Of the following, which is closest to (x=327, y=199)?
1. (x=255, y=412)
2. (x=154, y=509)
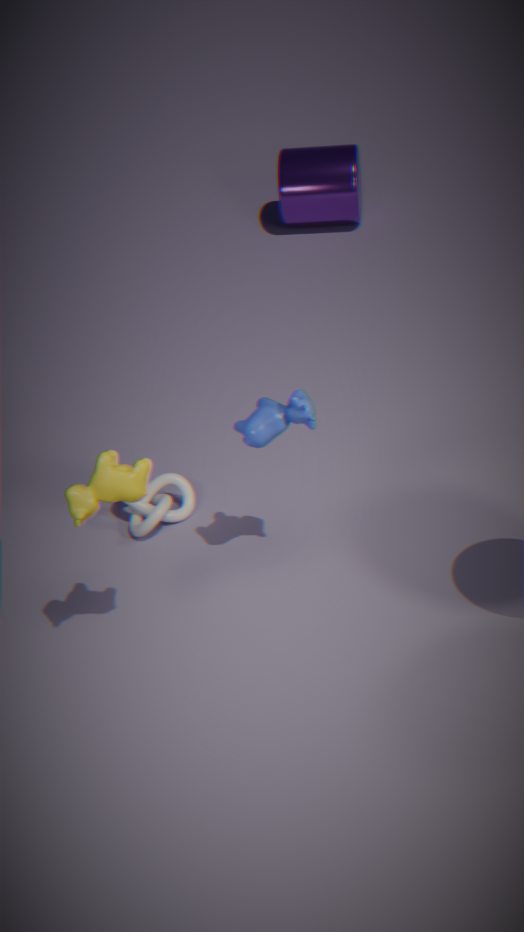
(x=154, y=509)
